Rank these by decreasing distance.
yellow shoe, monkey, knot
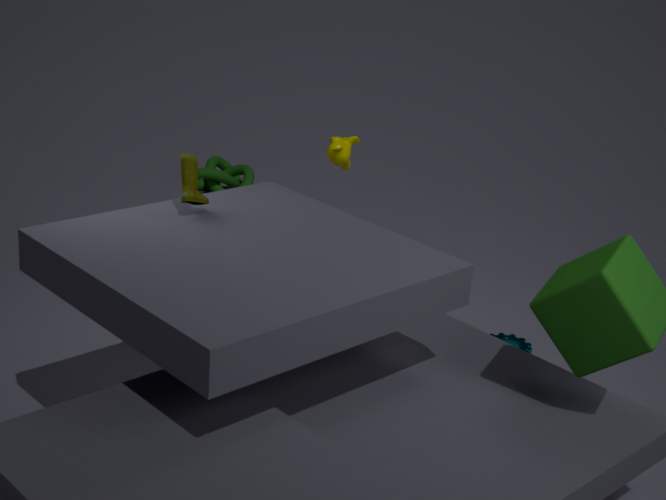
1. knot
2. monkey
3. yellow shoe
